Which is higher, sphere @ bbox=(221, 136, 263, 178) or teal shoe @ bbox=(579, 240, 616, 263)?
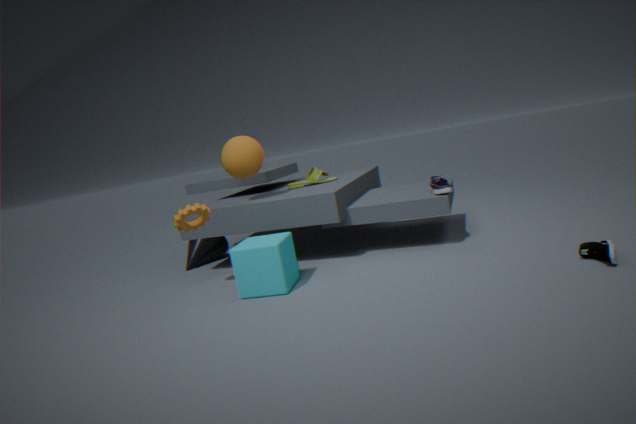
sphere @ bbox=(221, 136, 263, 178)
